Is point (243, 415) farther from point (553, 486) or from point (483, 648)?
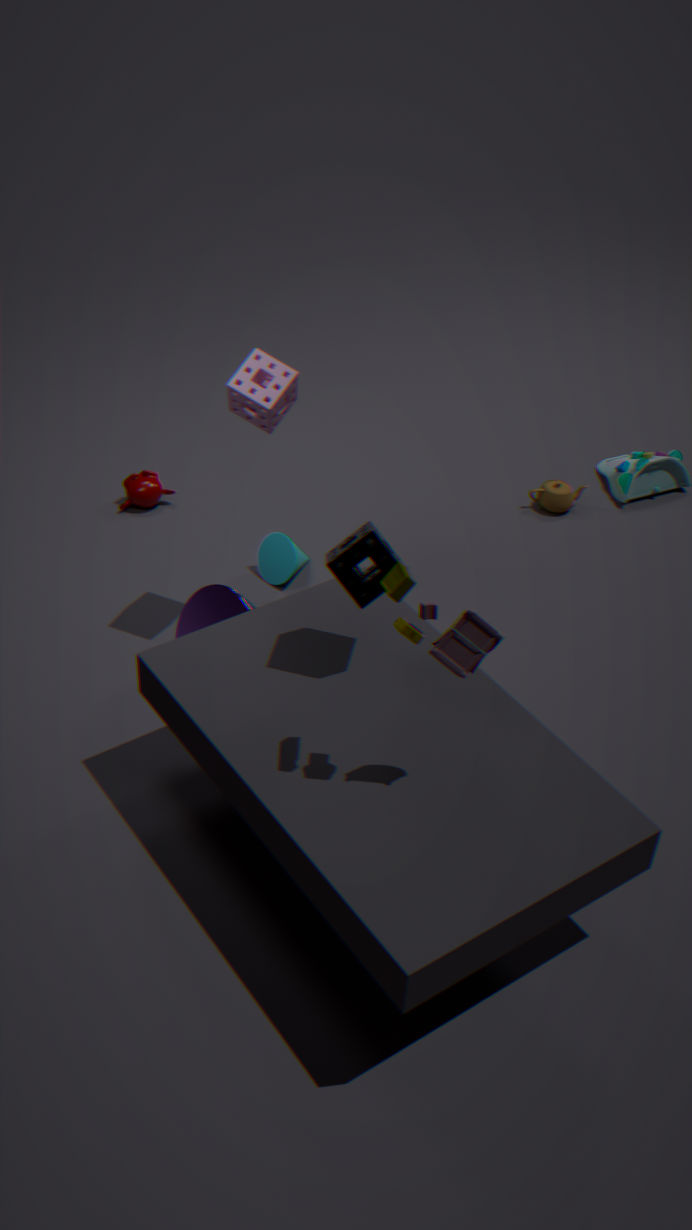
point (553, 486)
